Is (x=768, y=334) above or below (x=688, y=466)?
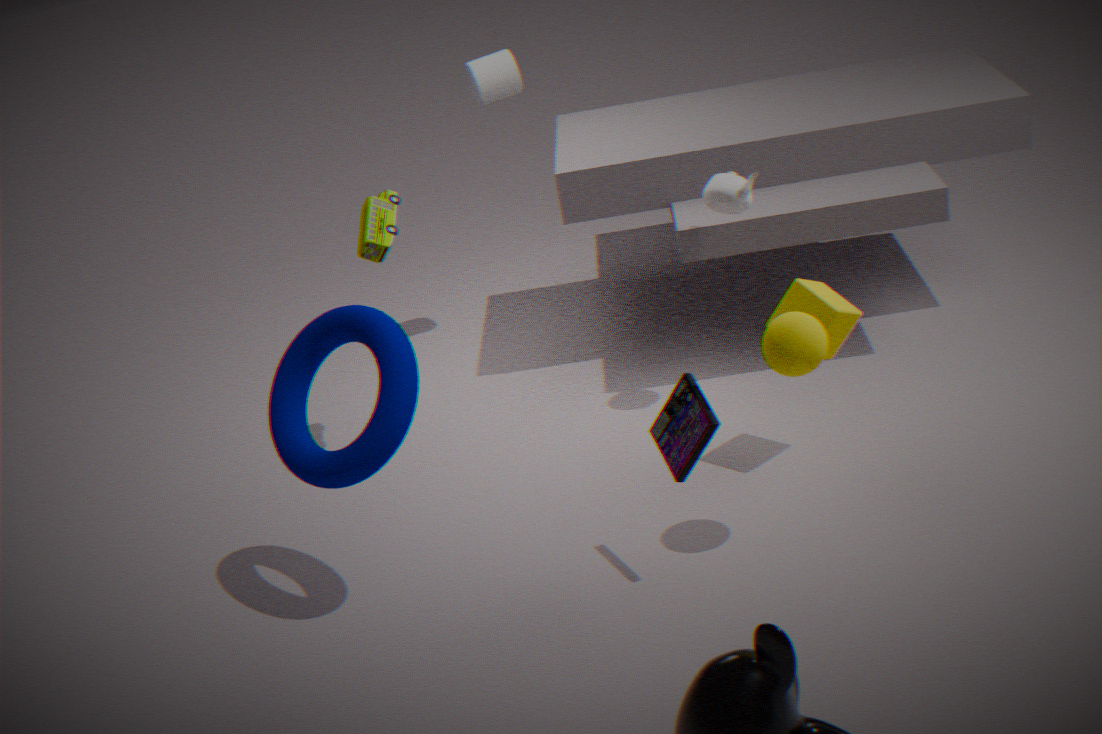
above
